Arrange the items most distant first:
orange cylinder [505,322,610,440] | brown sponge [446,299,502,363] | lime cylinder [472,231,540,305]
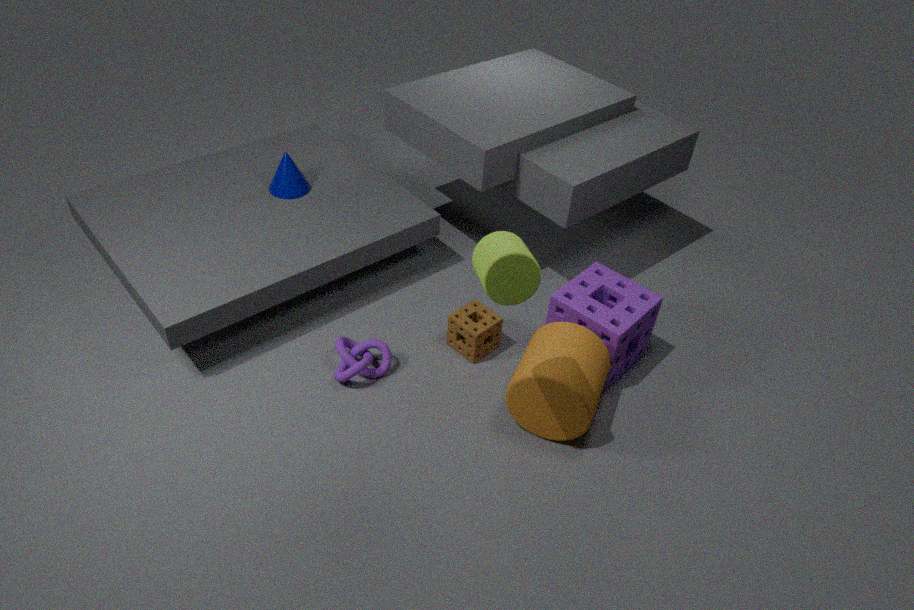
brown sponge [446,299,502,363], orange cylinder [505,322,610,440], lime cylinder [472,231,540,305]
